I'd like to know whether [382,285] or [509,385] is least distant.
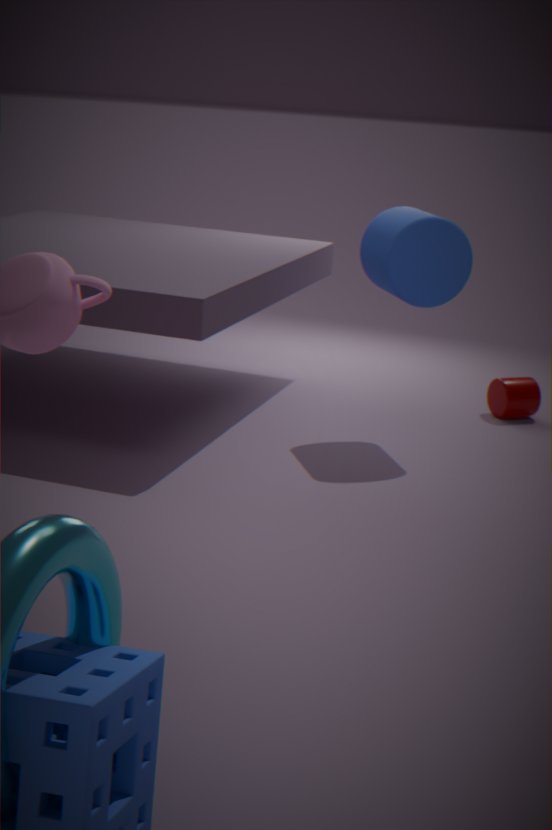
[382,285]
